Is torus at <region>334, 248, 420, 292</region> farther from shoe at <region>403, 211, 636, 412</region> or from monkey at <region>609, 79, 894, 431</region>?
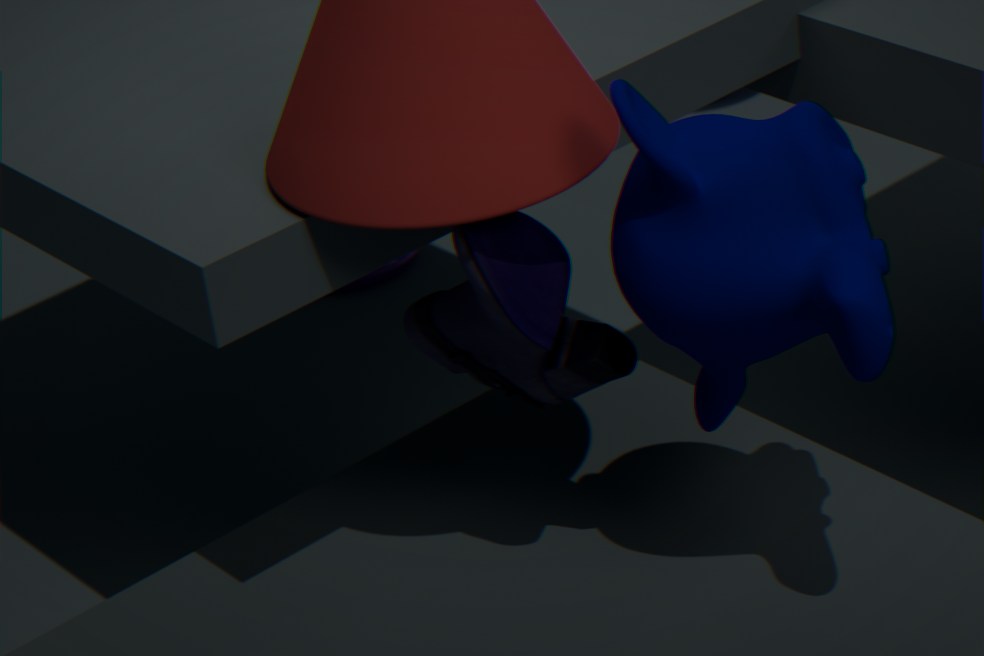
monkey at <region>609, 79, 894, 431</region>
